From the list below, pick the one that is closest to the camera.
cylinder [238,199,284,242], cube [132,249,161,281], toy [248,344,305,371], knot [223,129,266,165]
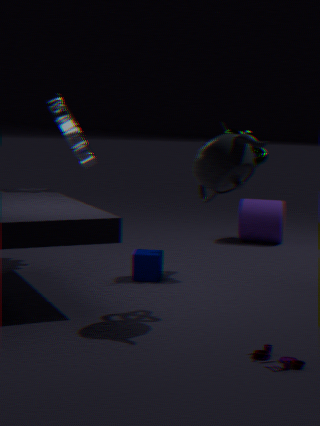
toy [248,344,305,371]
